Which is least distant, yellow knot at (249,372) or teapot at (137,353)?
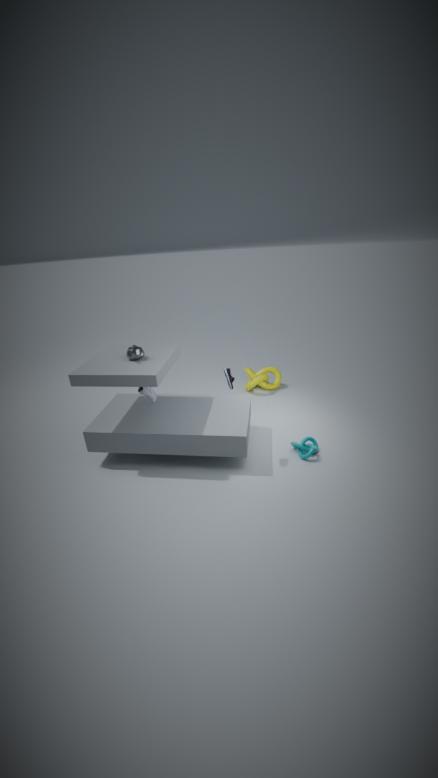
teapot at (137,353)
